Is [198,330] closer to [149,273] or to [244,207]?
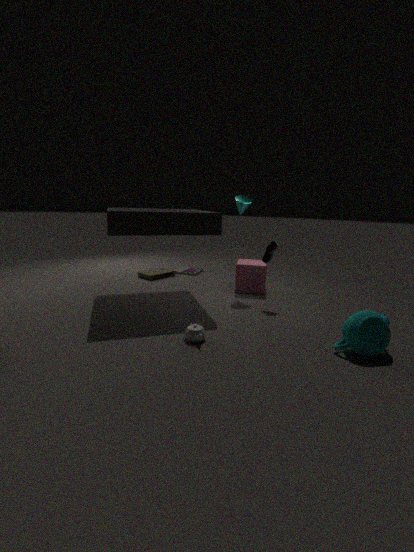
[244,207]
